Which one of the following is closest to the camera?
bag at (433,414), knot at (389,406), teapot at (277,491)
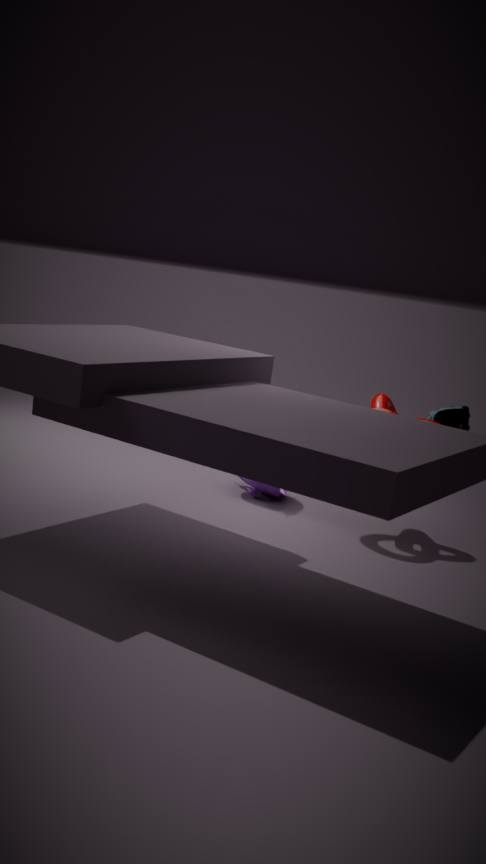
knot at (389,406)
